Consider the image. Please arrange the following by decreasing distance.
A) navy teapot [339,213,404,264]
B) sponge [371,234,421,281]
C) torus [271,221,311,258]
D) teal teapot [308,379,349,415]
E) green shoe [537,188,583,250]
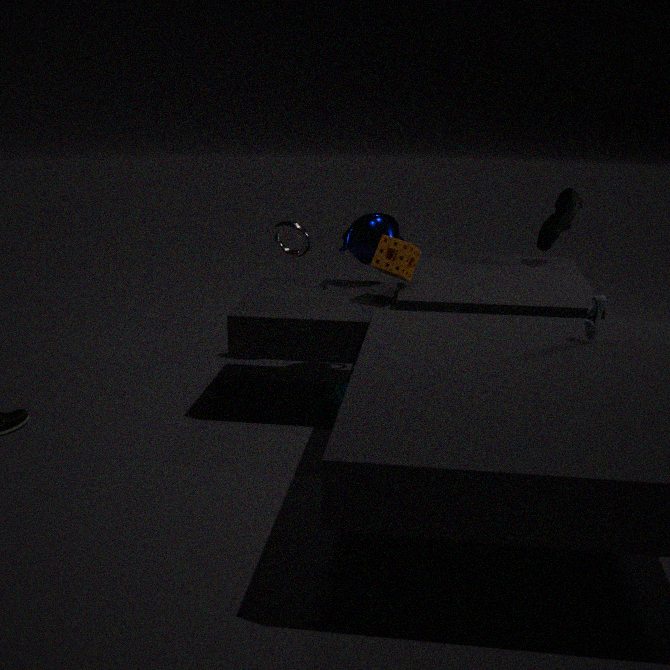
torus [271,221,311,258]
green shoe [537,188,583,250]
navy teapot [339,213,404,264]
sponge [371,234,421,281]
teal teapot [308,379,349,415]
